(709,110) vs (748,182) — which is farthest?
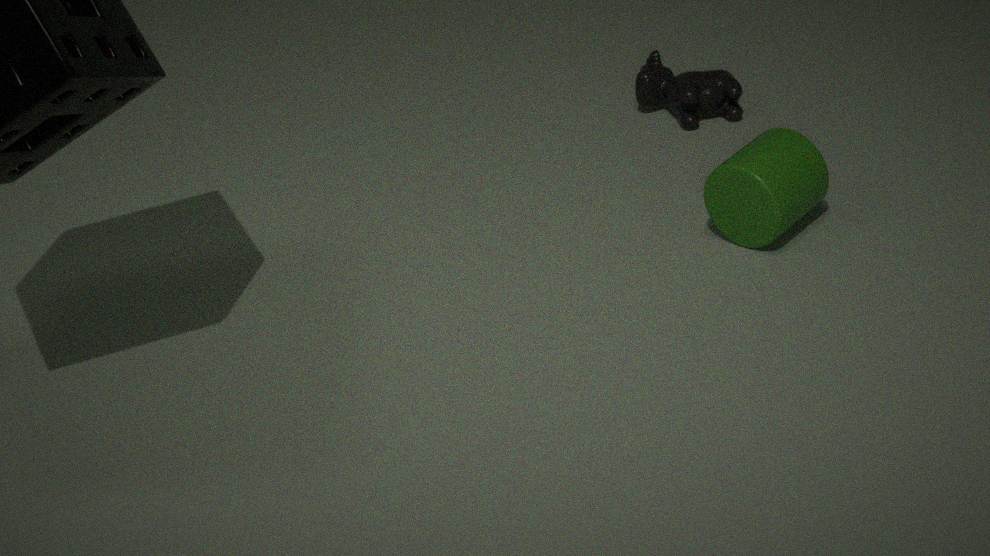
(709,110)
